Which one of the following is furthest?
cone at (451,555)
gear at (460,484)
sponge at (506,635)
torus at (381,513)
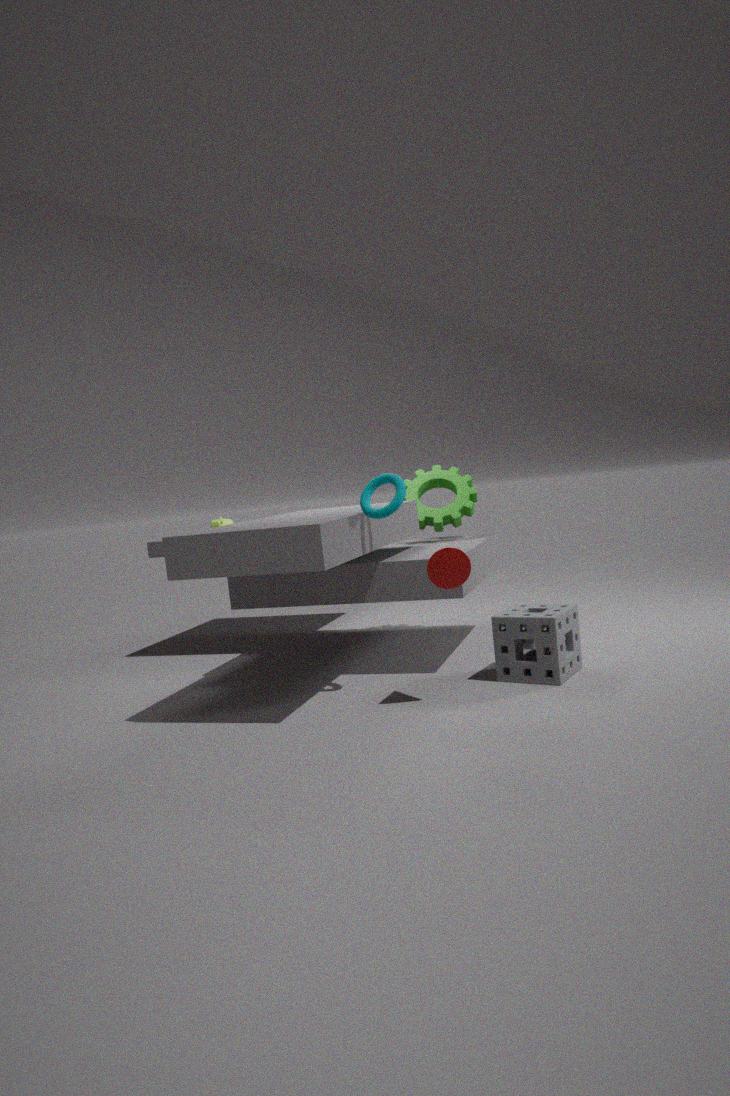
gear at (460,484)
